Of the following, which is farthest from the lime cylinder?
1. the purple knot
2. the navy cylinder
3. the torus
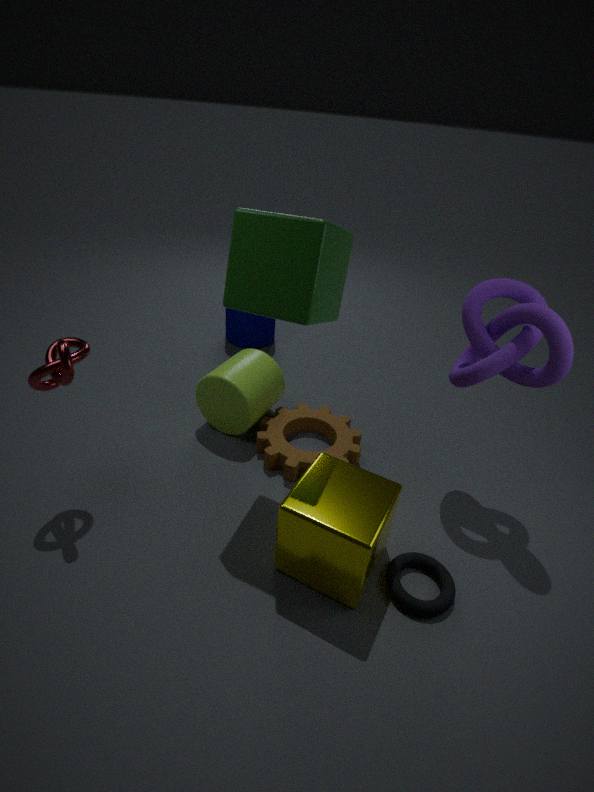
the torus
